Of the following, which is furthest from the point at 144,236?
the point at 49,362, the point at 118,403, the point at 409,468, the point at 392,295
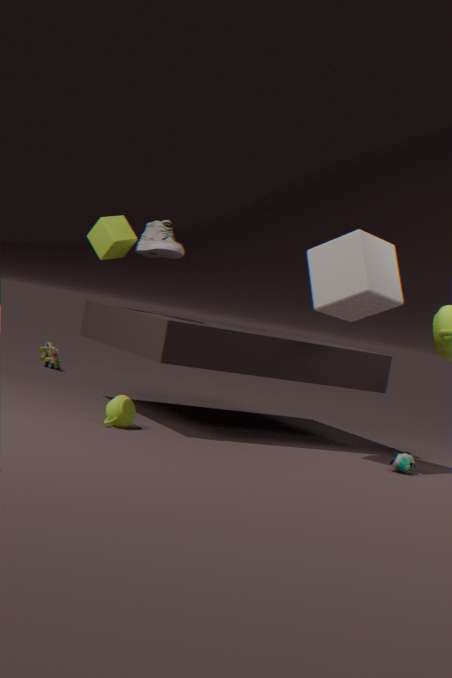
the point at 49,362
